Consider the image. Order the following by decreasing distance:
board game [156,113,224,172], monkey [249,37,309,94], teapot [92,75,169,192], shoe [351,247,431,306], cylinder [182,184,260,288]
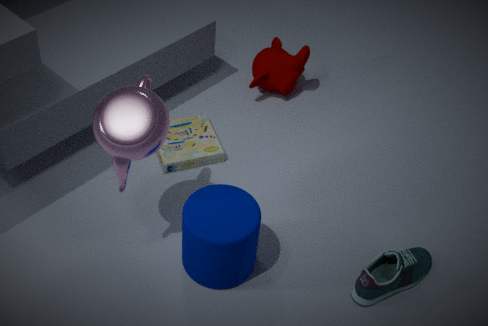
monkey [249,37,309,94] < board game [156,113,224,172] < shoe [351,247,431,306] < cylinder [182,184,260,288] < teapot [92,75,169,192]
